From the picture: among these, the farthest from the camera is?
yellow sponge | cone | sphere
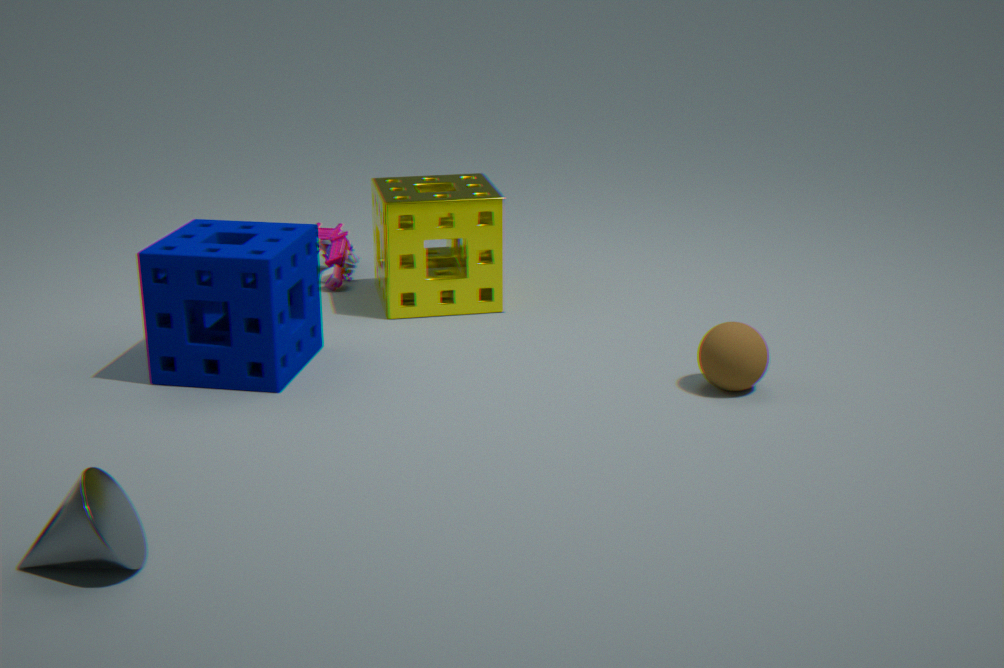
yellow sponge
